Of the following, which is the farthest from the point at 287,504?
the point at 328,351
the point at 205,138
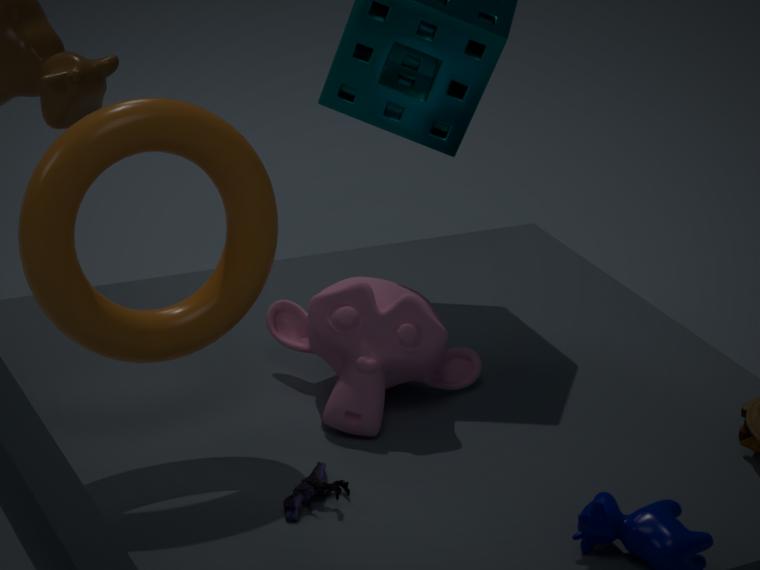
the point at 205,138
